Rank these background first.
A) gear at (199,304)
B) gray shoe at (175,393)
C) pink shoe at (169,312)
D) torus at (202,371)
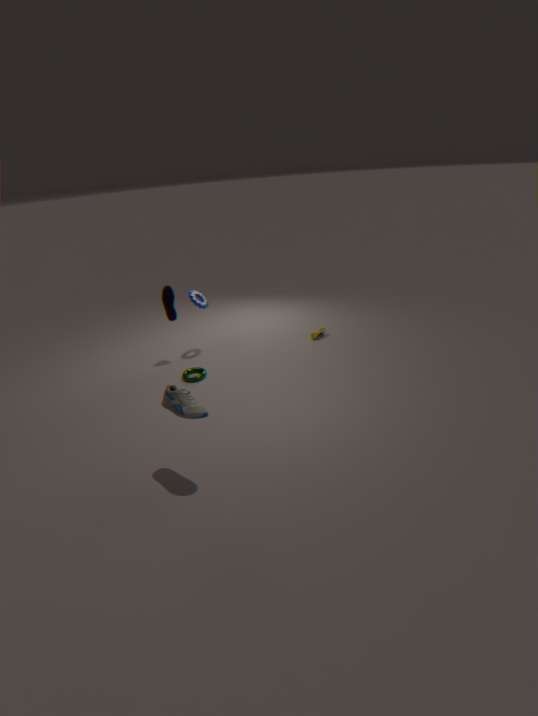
gear at (199,304), pink shoe at (169,312), torus at (202,371), gray shoe at (175,393)
